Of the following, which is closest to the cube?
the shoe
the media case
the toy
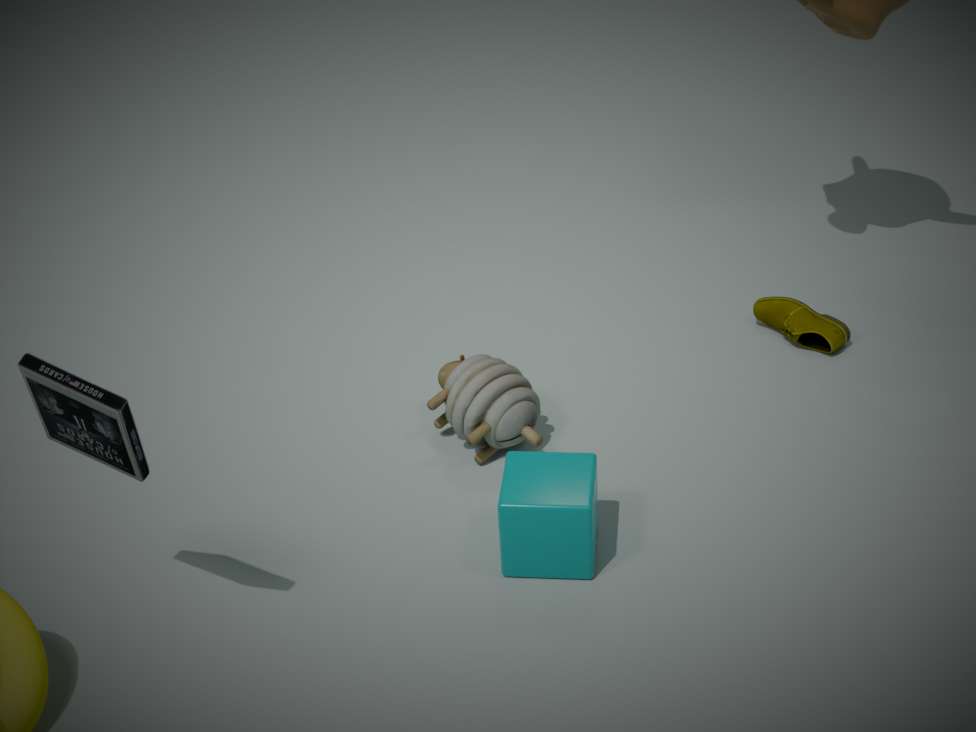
the toy
